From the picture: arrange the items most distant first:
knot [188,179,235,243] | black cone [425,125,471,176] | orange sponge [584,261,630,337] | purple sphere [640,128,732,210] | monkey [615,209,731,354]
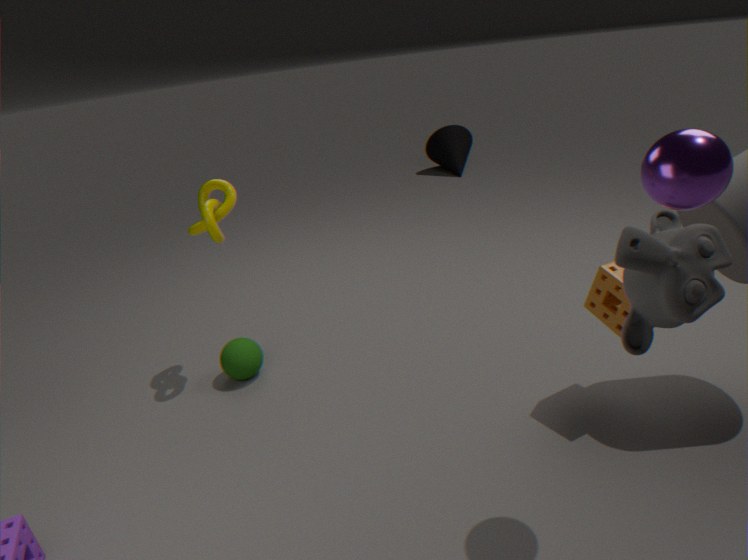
black cone [425,125,471,176]
knot [188,179,235,243]
orange sponge [584,261,630,337]
purple sphere [640,128,732,210]
monkey [615,209,731,354]
